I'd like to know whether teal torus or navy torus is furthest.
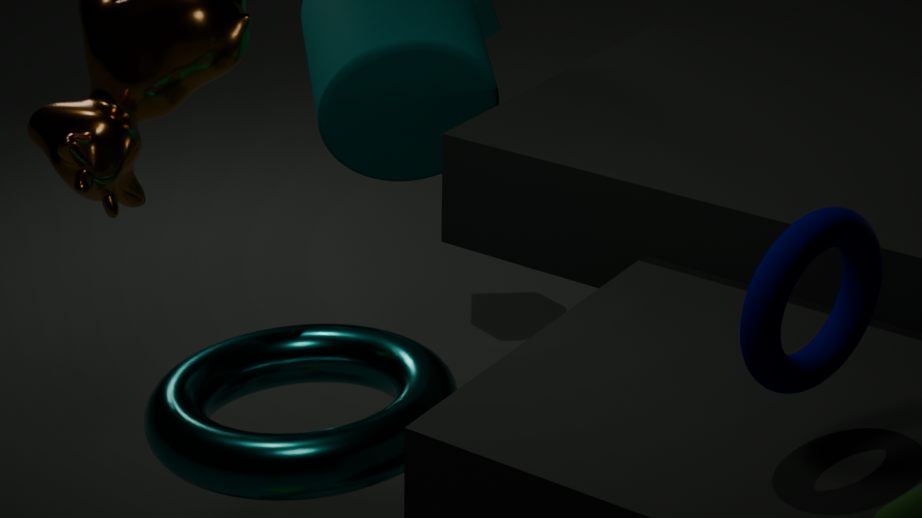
teal torus
